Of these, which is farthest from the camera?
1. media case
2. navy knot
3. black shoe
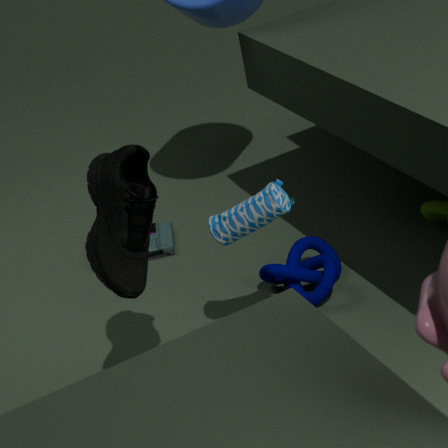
media case
